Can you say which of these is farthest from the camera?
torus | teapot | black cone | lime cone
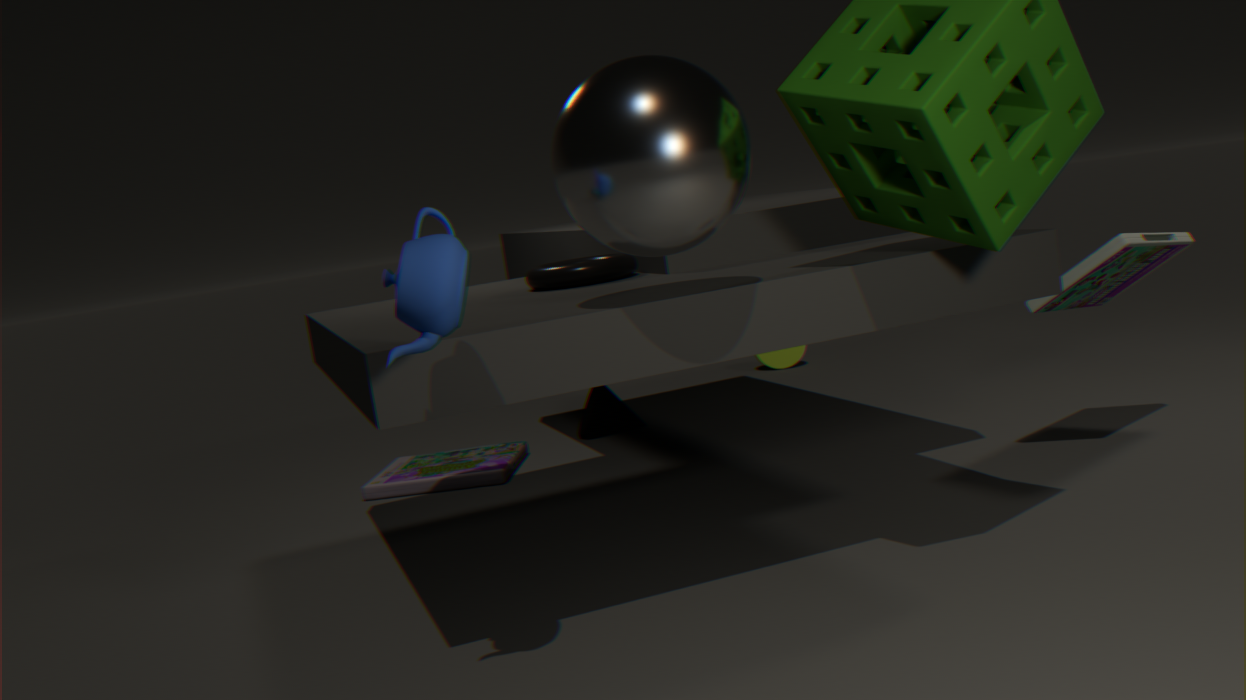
lime cone
